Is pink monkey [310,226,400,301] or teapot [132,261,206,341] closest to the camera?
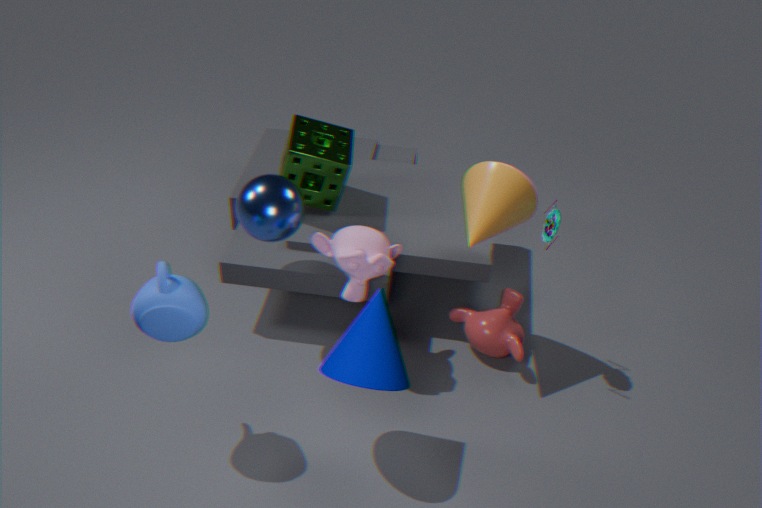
teapot [132,261,206,341]
